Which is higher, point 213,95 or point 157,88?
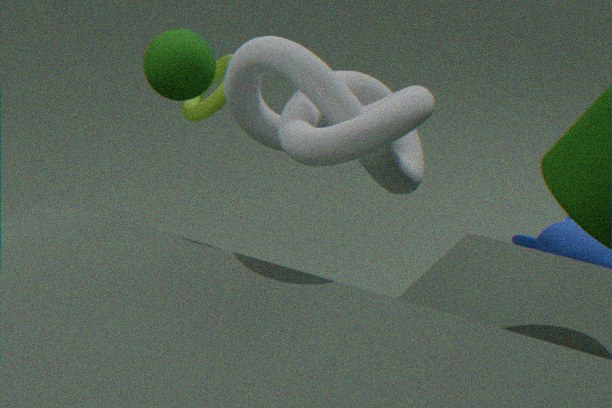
point 157,88
